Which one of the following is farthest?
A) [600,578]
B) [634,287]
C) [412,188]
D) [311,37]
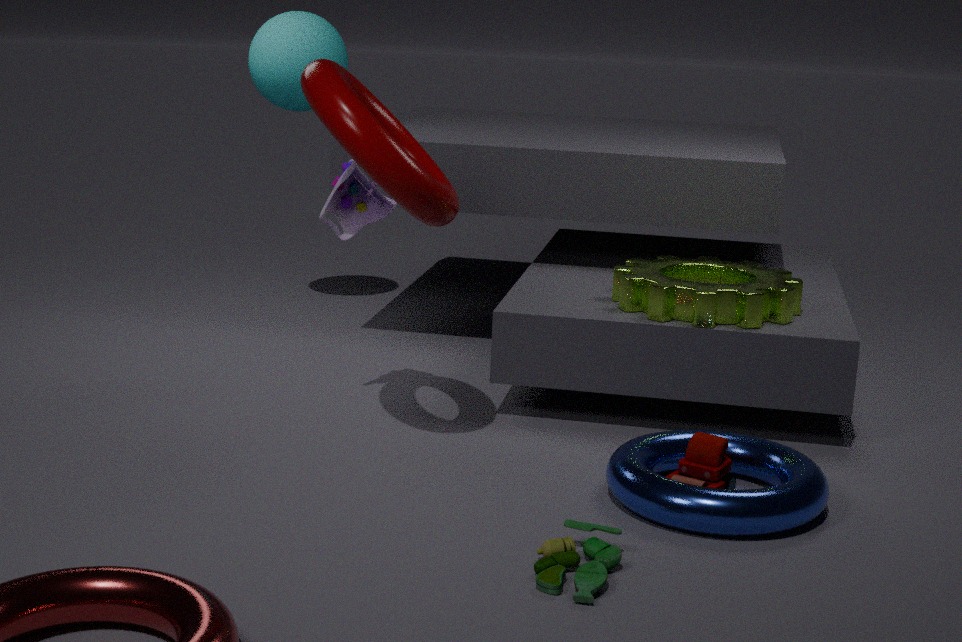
[311,37]
